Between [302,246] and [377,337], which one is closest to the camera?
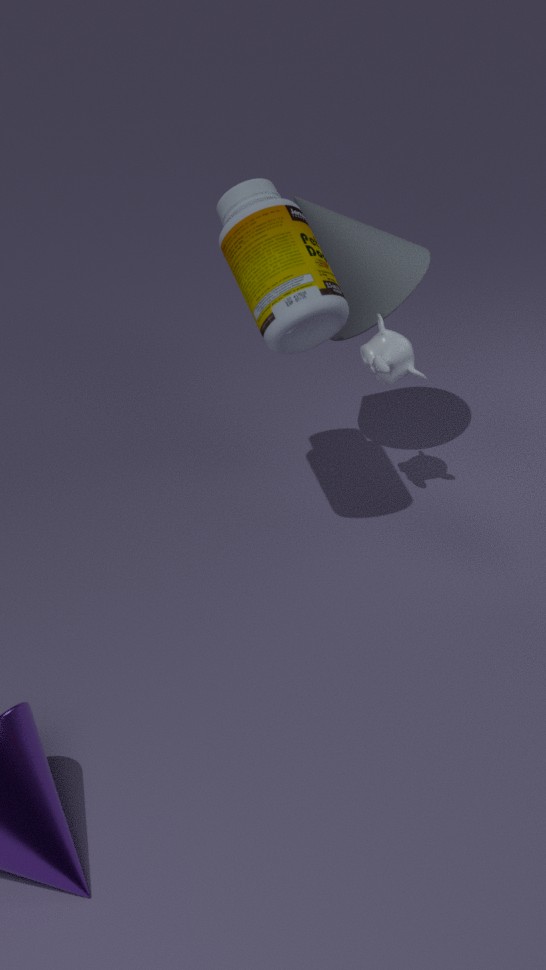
[302,246]
